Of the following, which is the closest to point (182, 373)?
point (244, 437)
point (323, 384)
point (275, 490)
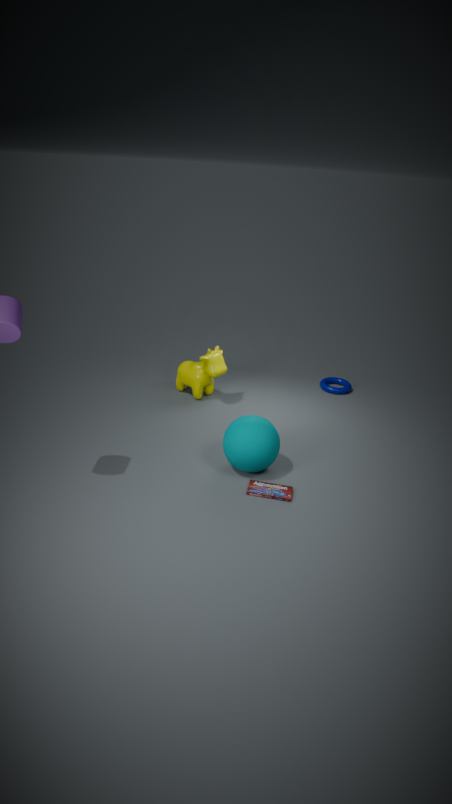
point (244, 437)
